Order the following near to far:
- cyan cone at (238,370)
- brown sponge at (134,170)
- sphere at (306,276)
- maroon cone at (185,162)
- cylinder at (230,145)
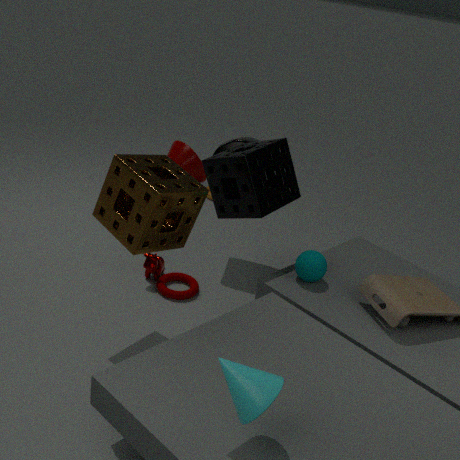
cyan cone at (238,370)
brown sponge at (134,170)
sphere at (306,276)
cylinder at (230,145)
maroon cone at (185,162)
